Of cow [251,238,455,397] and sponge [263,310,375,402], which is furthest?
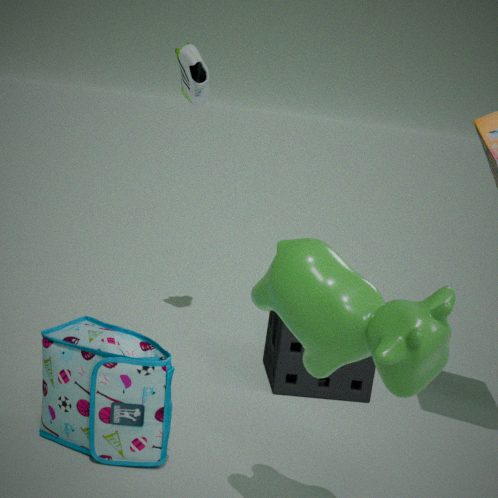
sponge [263,310,375,402]
